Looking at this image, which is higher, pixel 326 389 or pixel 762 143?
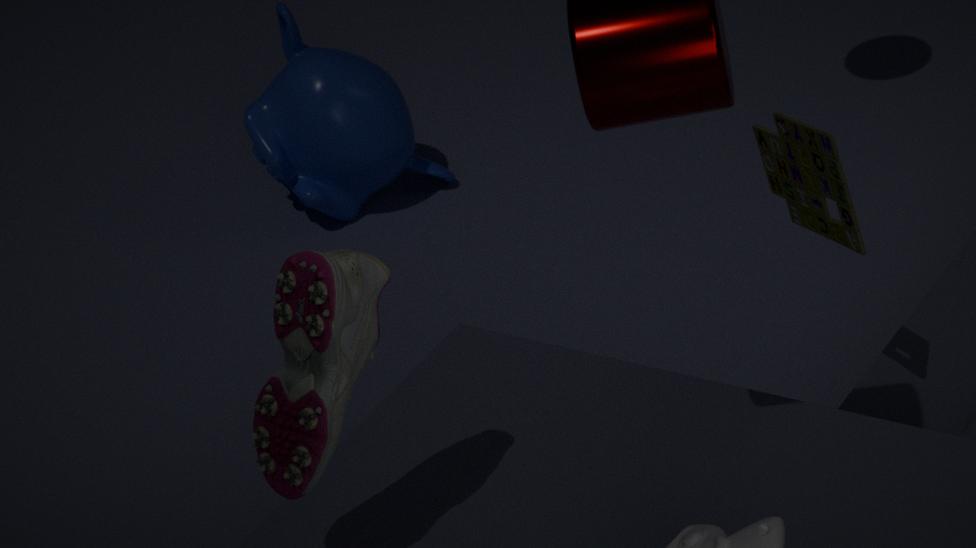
pixel 326 389
